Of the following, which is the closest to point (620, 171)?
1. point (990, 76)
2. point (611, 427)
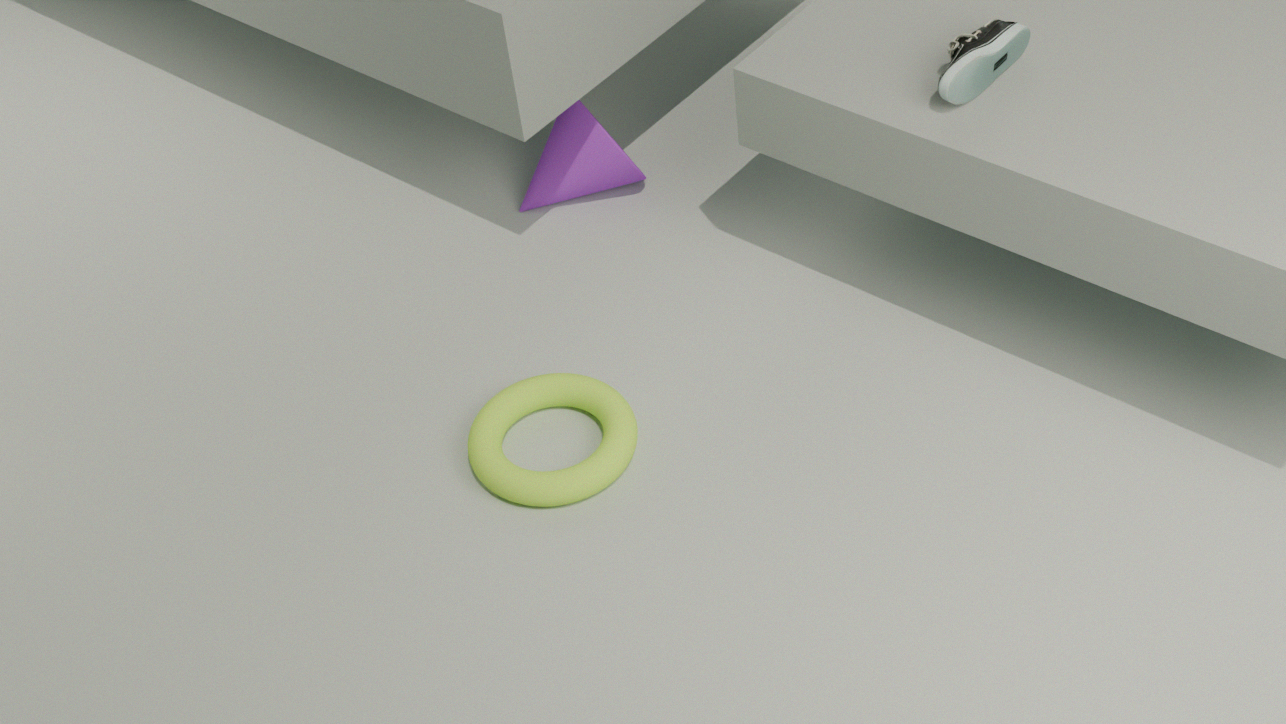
point (611, 427)
